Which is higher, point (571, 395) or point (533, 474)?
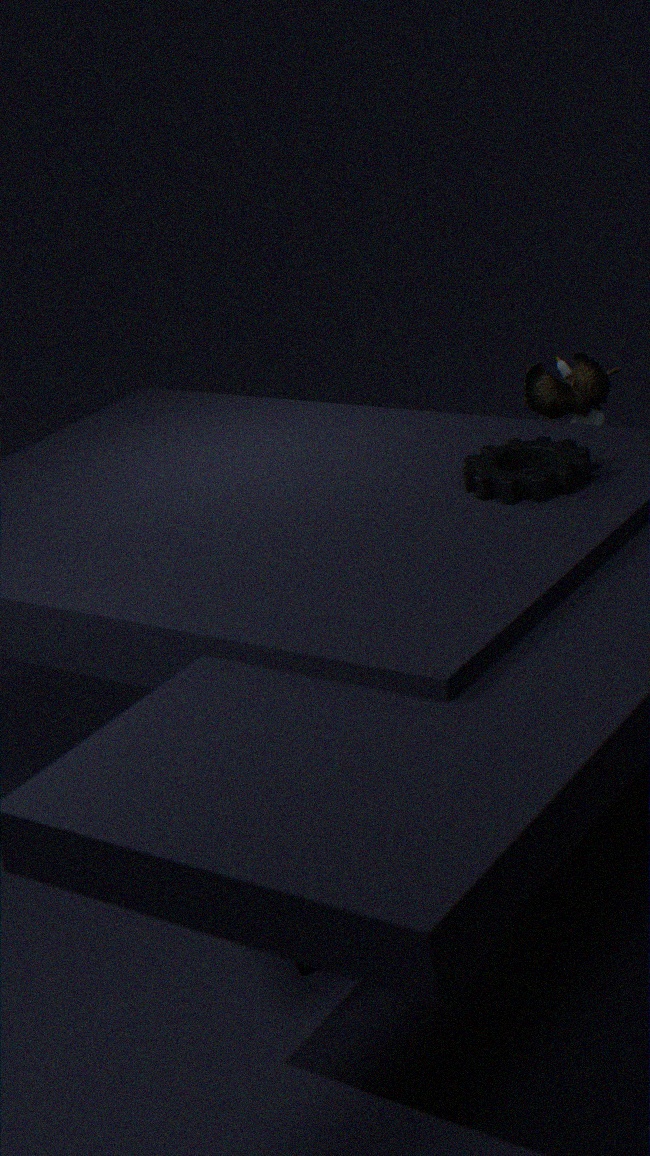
point (533, 474)
